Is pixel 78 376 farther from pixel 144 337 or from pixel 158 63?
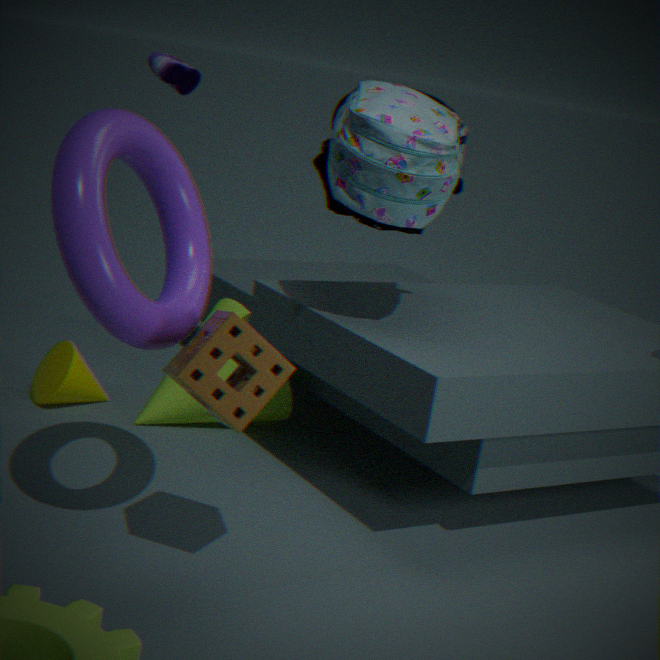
pixel 144 337
